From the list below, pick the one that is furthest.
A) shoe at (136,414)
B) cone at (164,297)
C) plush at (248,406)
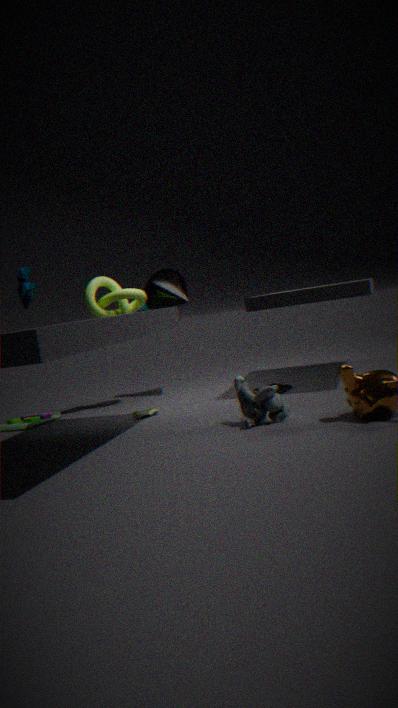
cone at (164,297)
